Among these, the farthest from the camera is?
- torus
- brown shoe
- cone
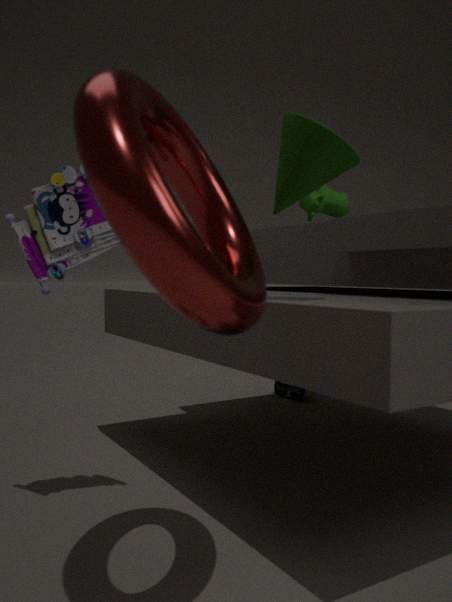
brown shoe
